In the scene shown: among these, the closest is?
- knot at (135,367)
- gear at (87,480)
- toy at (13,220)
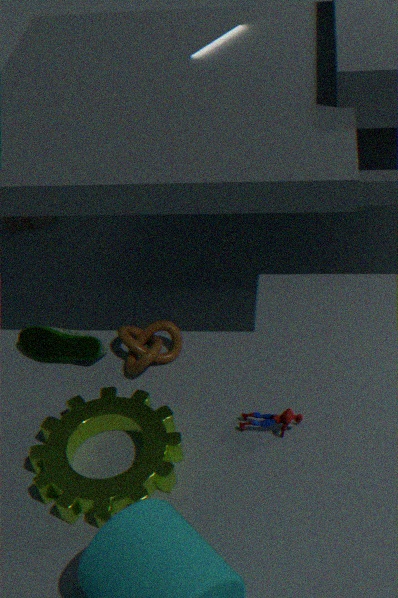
gear at (87,480)
